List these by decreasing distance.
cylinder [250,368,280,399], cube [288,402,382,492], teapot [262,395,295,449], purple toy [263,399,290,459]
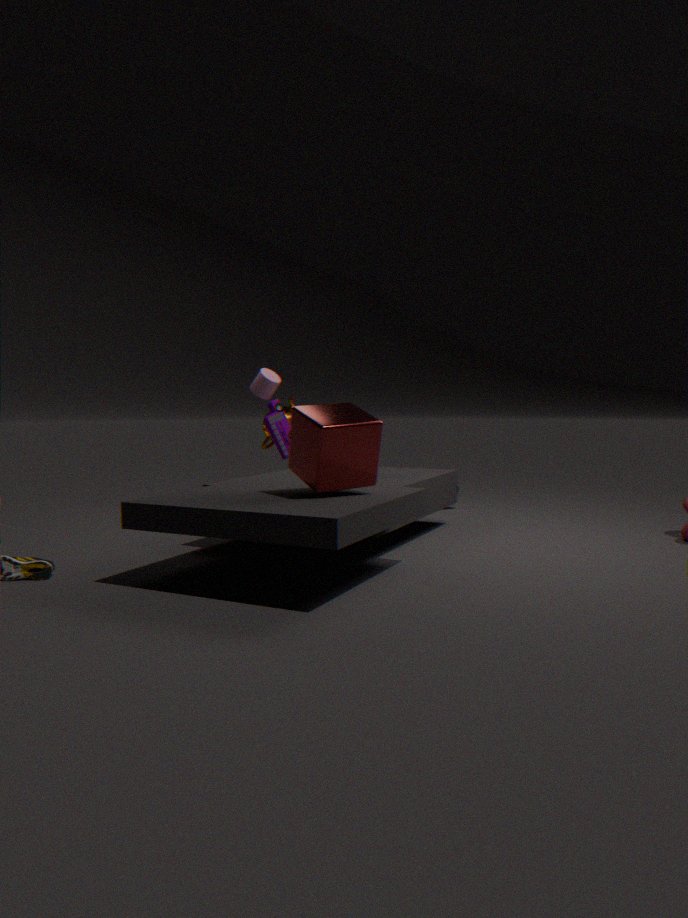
teapot [262,395,295,449] → purple toy [263,399,290,459] → cylinder [250,368,280,399] → cube [288,402,382,492]
